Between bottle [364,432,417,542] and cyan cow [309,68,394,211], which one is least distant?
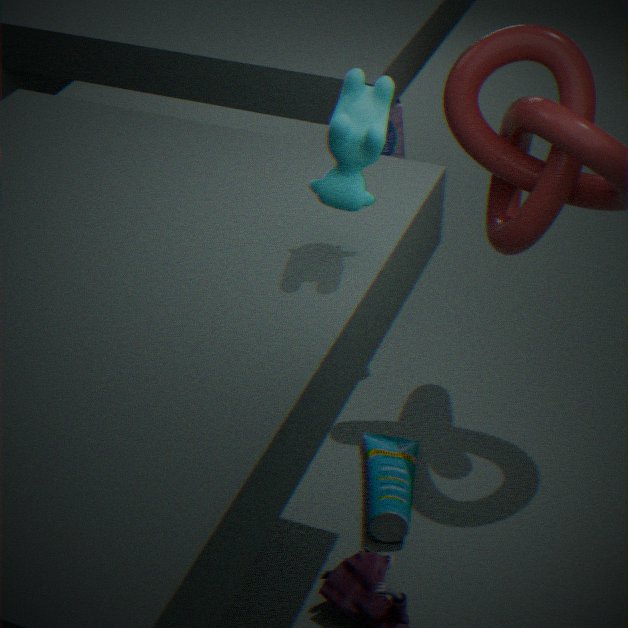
cyan cow [309,68,394,211]
